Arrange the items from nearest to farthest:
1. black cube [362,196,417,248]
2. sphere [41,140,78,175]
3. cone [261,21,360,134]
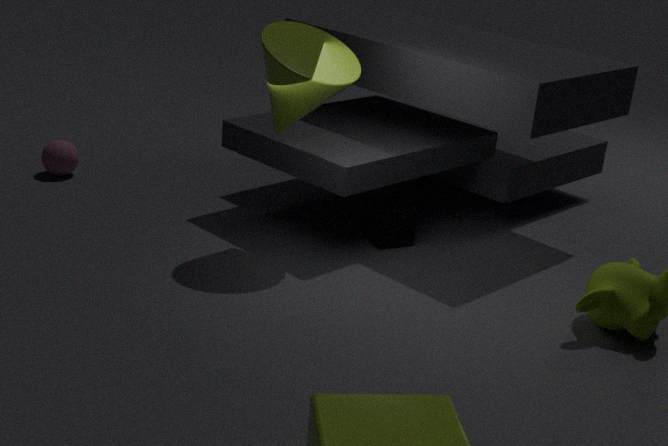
cone [261,21,360,134] → black cube [362,196,417,248] → sphere [41,140,78,175]
